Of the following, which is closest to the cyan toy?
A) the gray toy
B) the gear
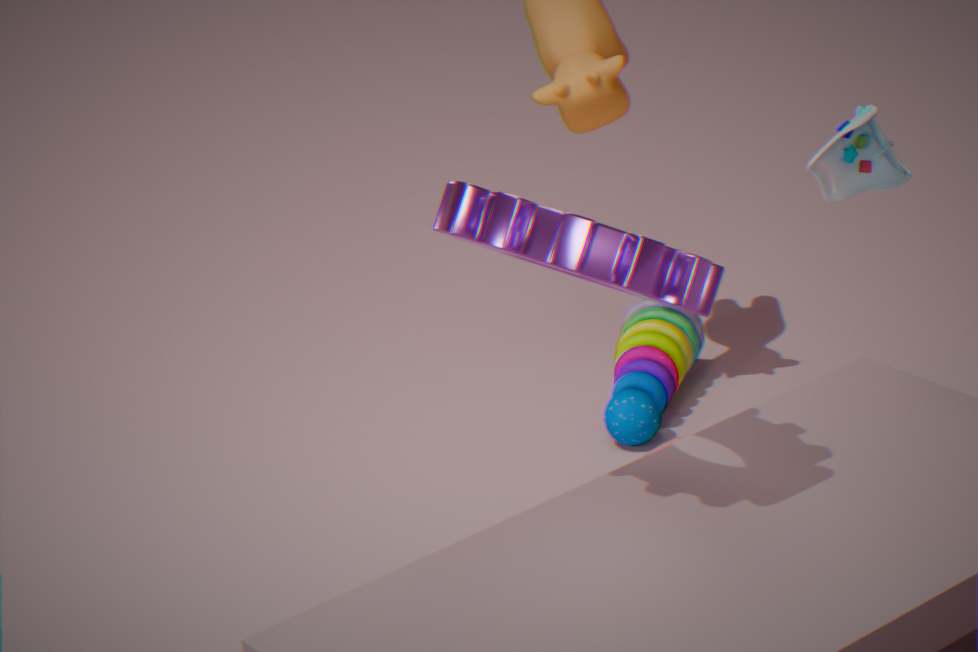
the gray toy
